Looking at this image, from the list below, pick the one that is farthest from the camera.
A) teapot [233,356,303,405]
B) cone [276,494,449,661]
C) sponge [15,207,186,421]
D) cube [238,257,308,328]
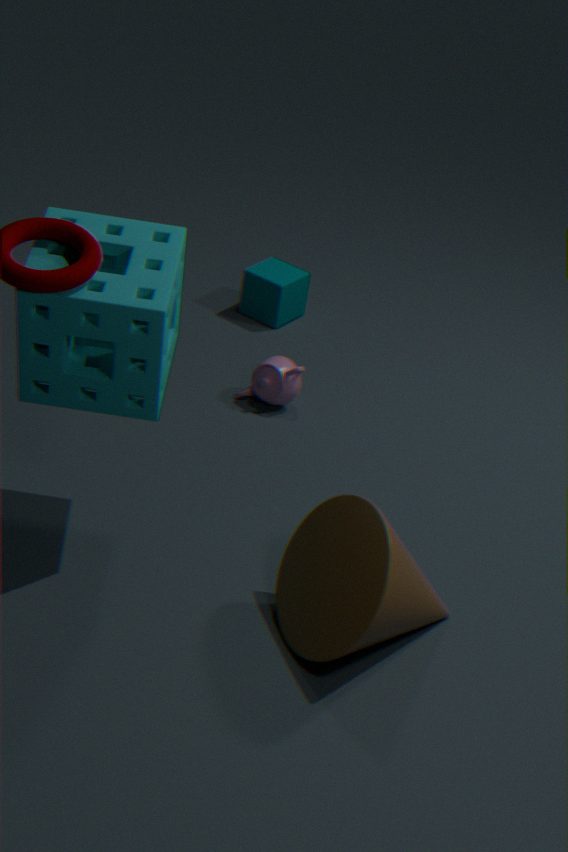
cube [238,257,308,328]
